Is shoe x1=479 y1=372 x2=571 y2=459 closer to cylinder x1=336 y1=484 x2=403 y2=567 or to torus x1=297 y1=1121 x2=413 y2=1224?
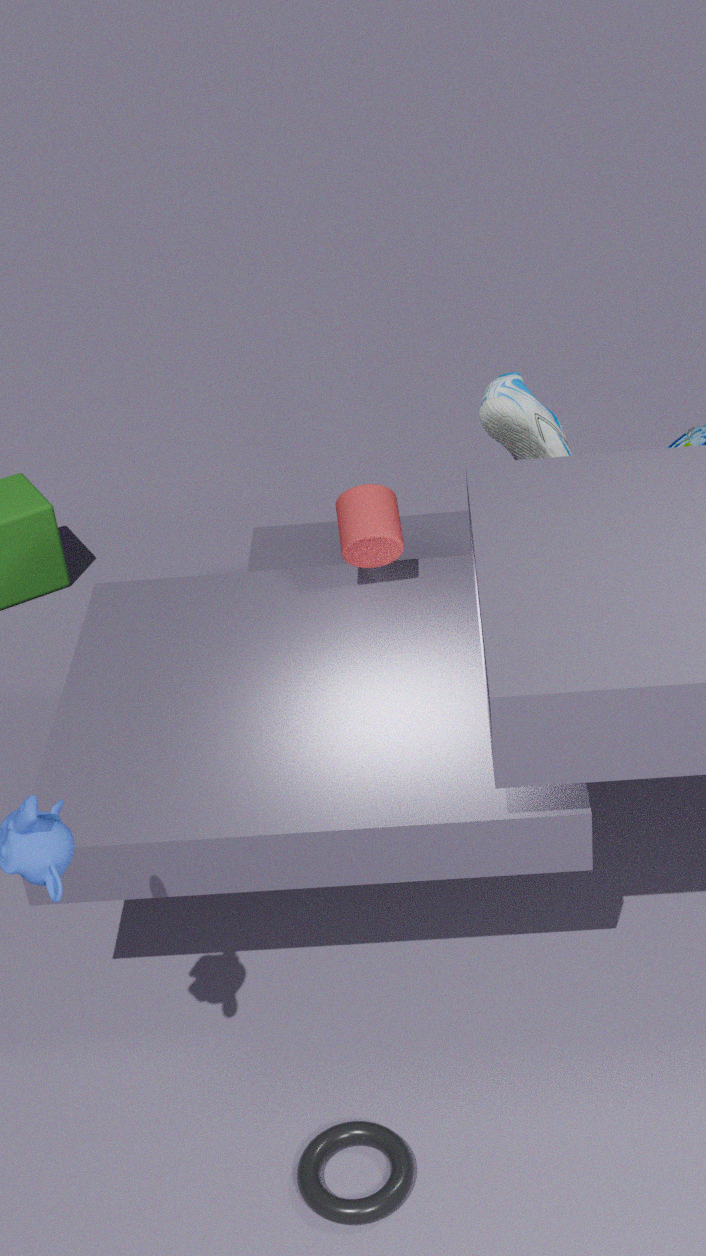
cylinder x1=336 y1=484 x2=403 y2=567
